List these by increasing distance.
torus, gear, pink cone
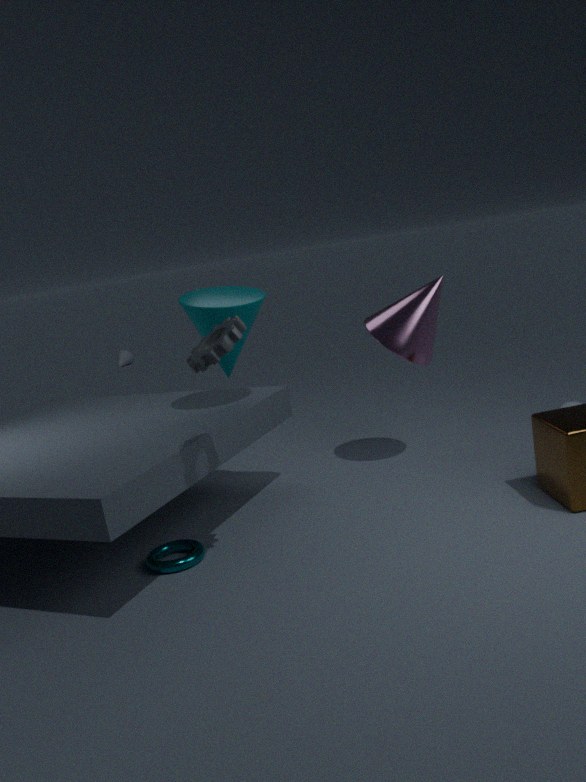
gear < torus < pink cone
